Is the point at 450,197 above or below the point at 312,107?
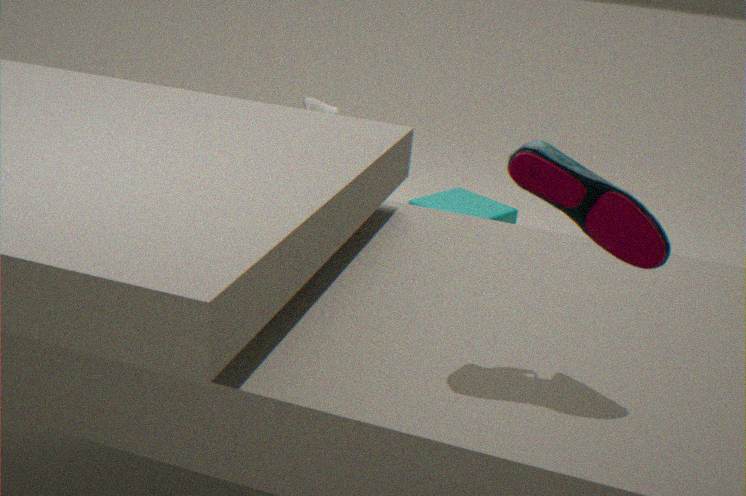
below
